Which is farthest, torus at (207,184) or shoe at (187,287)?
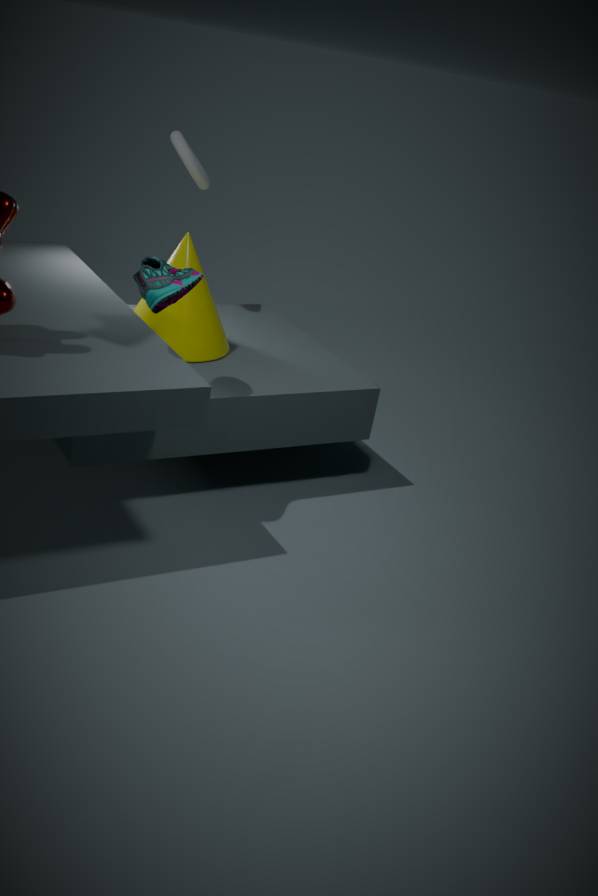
torus at (207,184)
